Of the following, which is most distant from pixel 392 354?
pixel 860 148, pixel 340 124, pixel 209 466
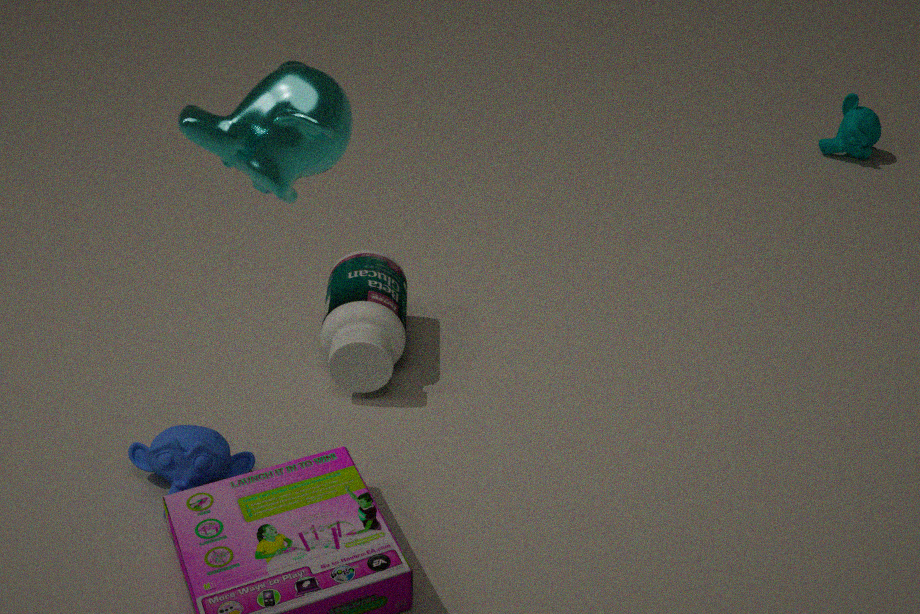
pixel 860 148
